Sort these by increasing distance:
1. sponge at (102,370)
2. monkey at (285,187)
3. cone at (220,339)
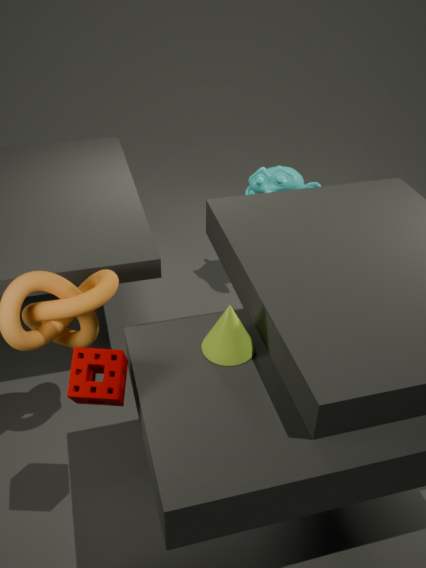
sponge at (102,370)
cone at (220,339)
monkey at (285,187)
